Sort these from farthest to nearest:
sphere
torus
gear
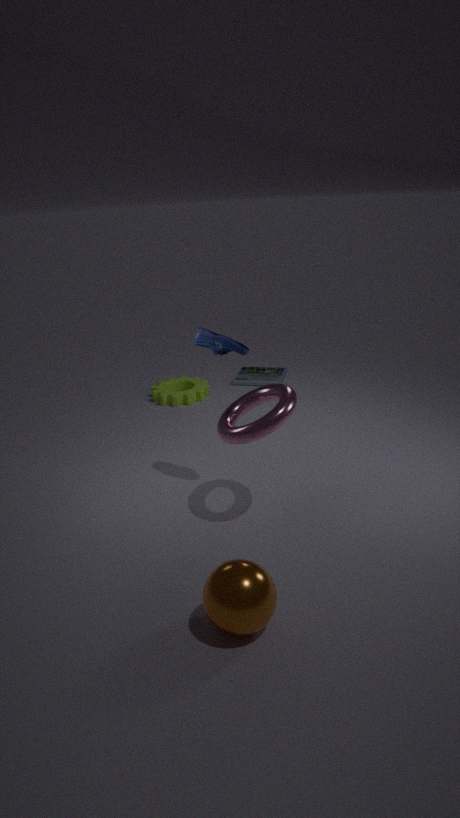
gear → torus → sphere
